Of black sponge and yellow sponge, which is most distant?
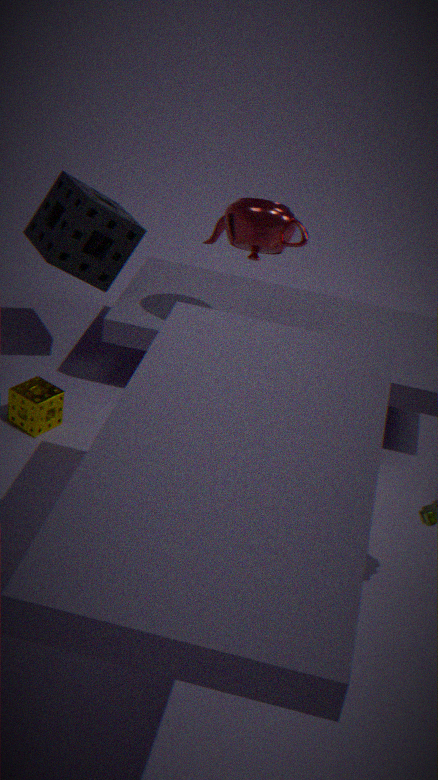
black sponge
